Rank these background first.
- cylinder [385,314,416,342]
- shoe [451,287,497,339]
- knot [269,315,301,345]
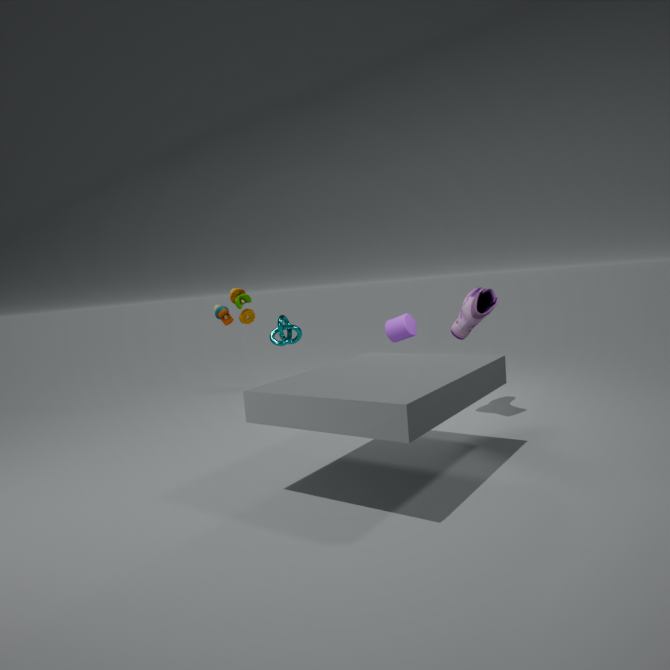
knot [269,315,301,345]
cylinder [385,314,416,342]
shoe [451,287,497,339]
